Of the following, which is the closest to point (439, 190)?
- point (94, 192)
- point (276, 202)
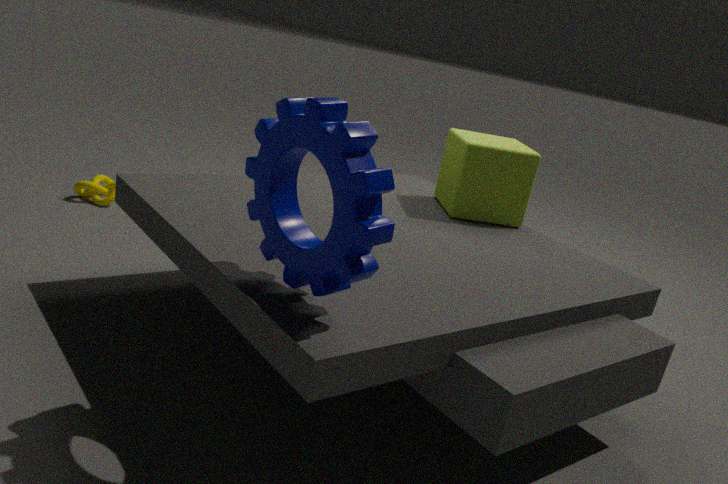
point (276, 202)
